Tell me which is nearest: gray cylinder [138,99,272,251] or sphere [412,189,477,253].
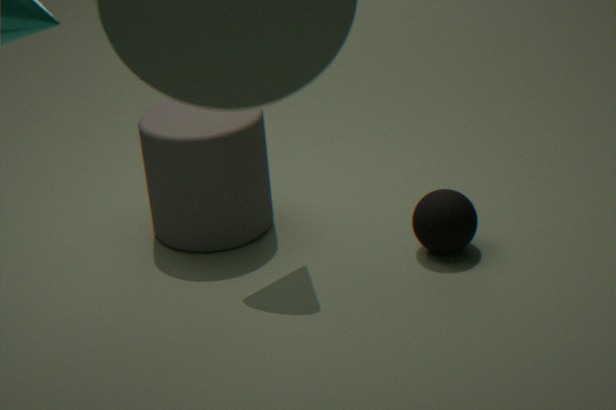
sphere [412,189,477,253]
